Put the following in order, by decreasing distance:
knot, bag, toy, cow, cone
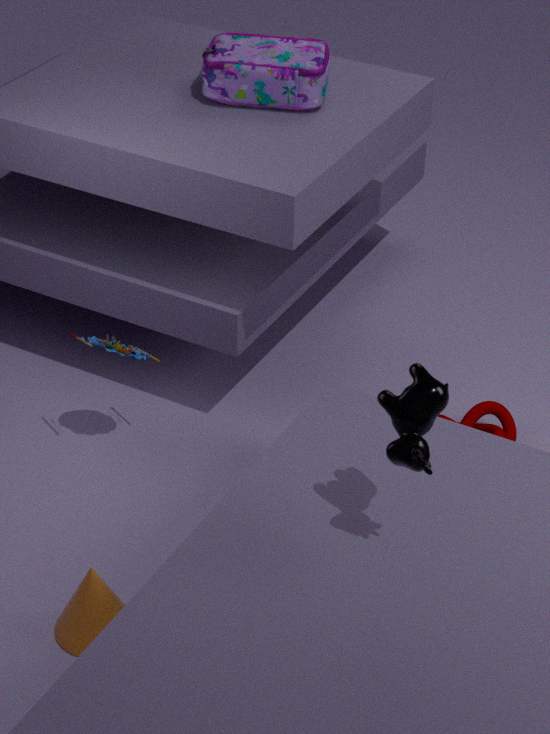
1. knot
2. bag
3. toy
4. cone
5. cow
